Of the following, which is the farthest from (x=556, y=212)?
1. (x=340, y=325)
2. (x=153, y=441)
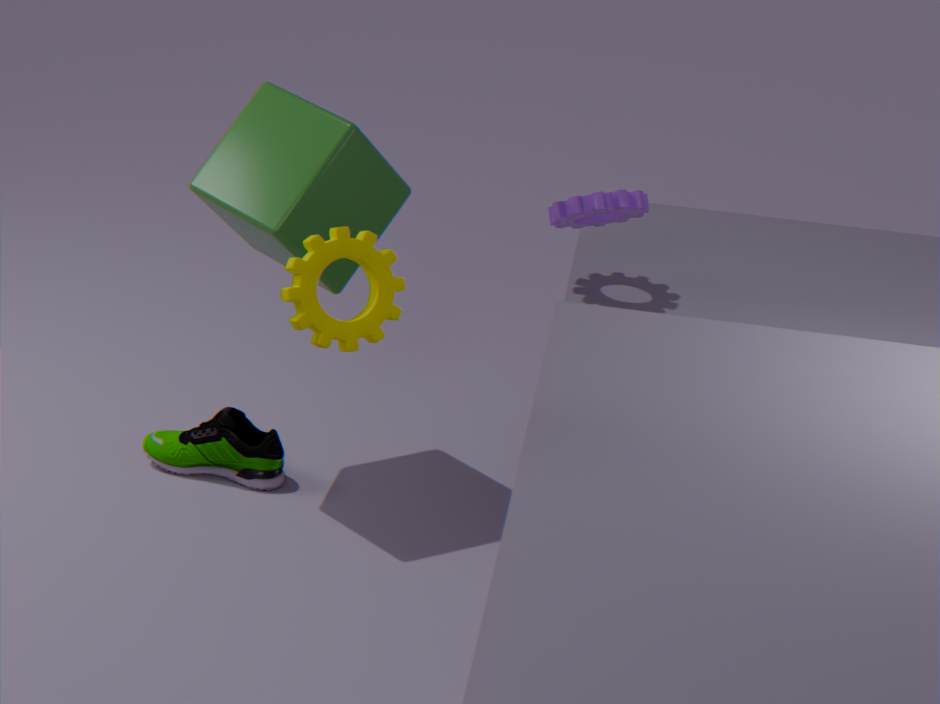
(x=153, y=441)
